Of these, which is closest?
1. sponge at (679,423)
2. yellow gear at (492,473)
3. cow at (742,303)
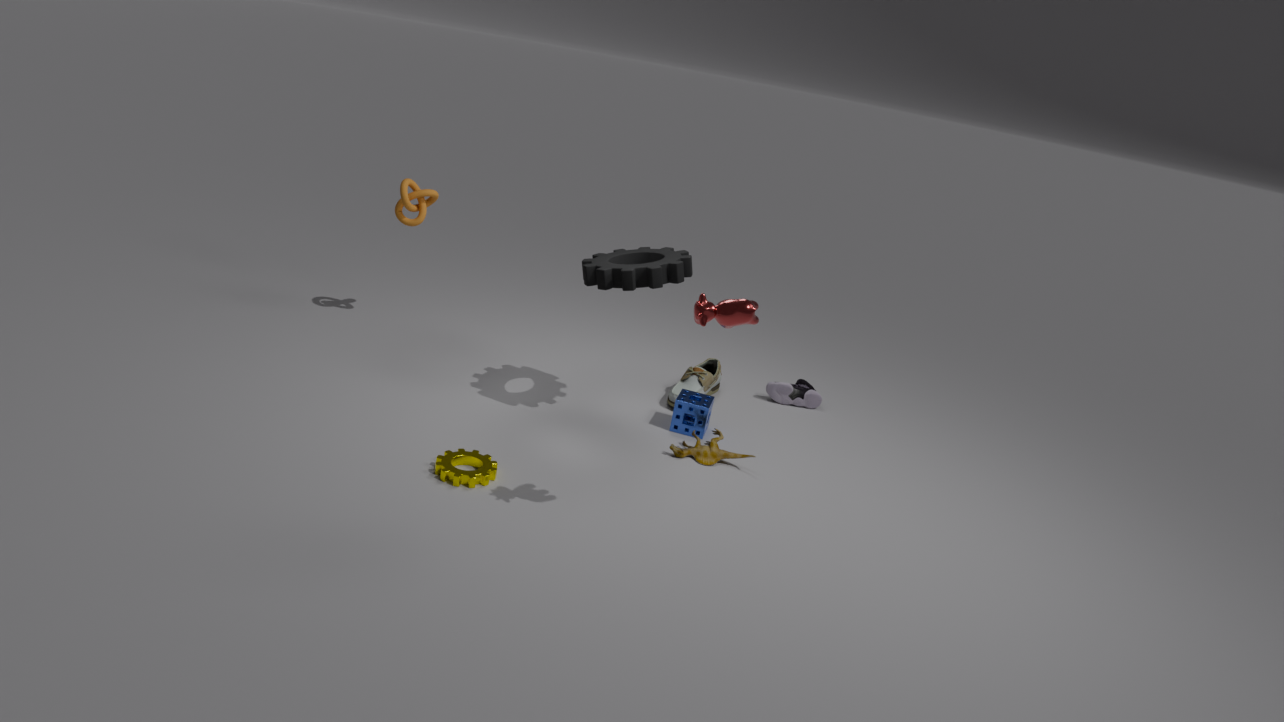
cow at (742,303)
